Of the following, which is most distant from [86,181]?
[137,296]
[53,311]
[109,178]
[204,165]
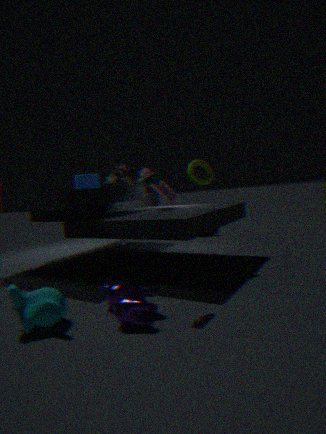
[137,296]
